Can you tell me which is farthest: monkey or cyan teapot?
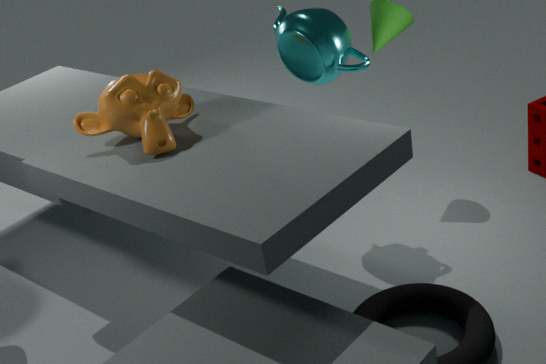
cyan teapot
